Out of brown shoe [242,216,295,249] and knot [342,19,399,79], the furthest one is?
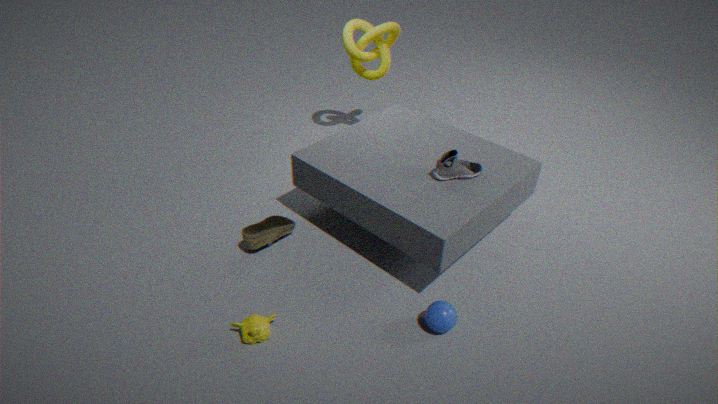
knot [342,19,399,79]
